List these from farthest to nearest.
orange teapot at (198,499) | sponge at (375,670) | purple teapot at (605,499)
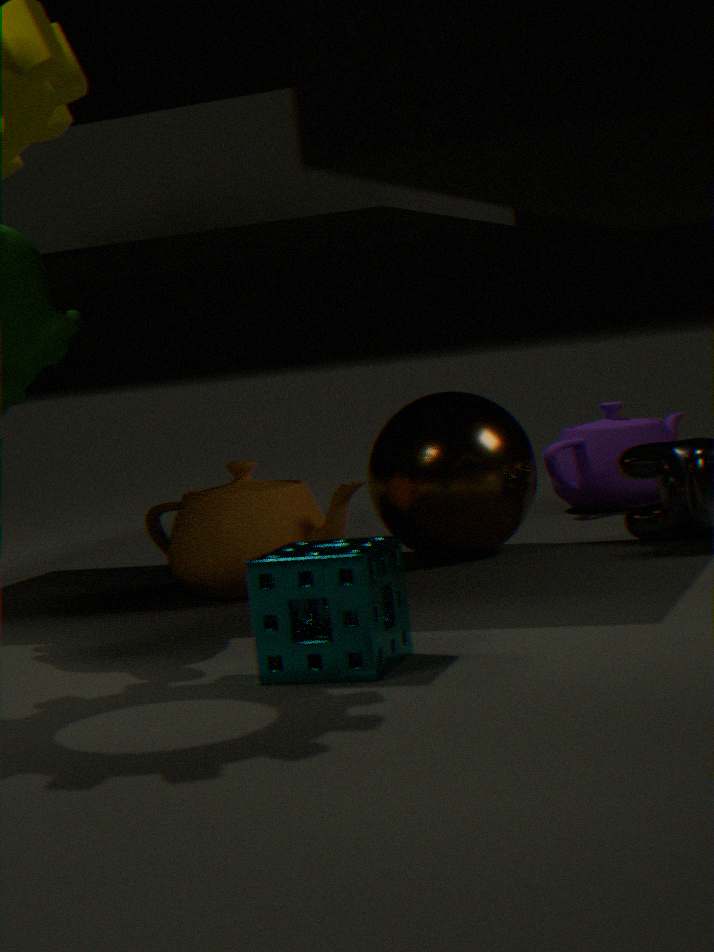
1. purple teapot at (605,499)
2. orange teapot at (198,499)
3. sponge at (375,670)
